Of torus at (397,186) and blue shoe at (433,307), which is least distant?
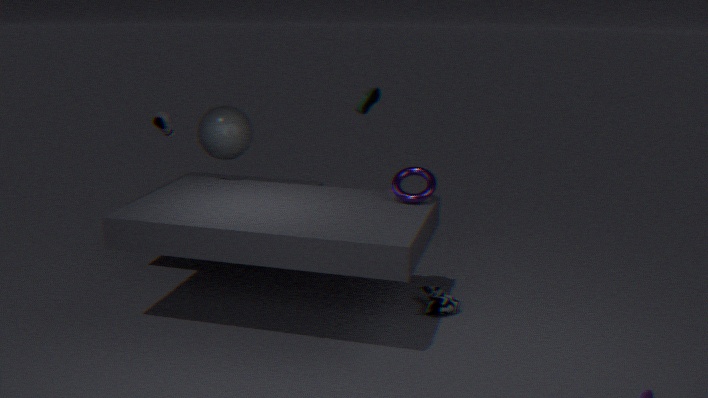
torus at (397,186)
